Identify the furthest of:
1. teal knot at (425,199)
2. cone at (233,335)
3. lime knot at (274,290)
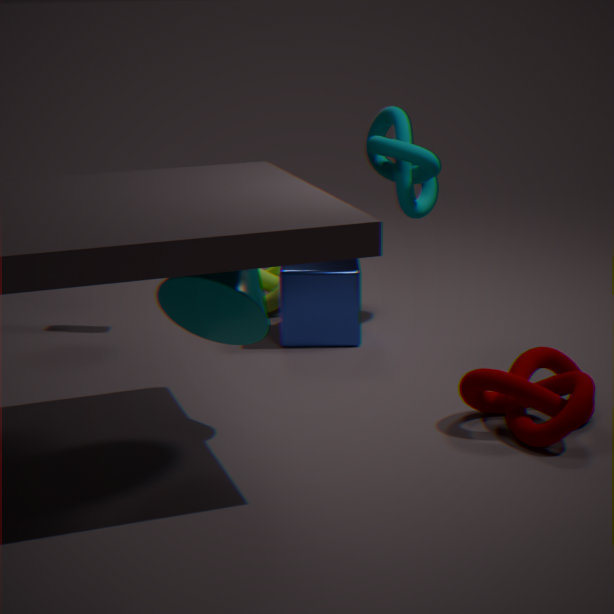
lime knot at (274,290)
